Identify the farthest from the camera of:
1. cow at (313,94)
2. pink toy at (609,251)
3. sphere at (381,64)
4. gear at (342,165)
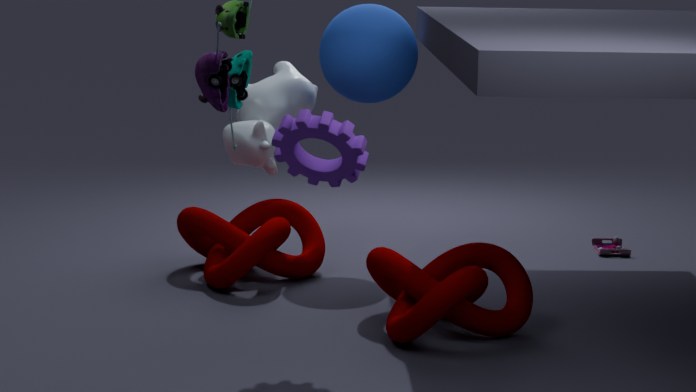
pink toy at (609,251)
